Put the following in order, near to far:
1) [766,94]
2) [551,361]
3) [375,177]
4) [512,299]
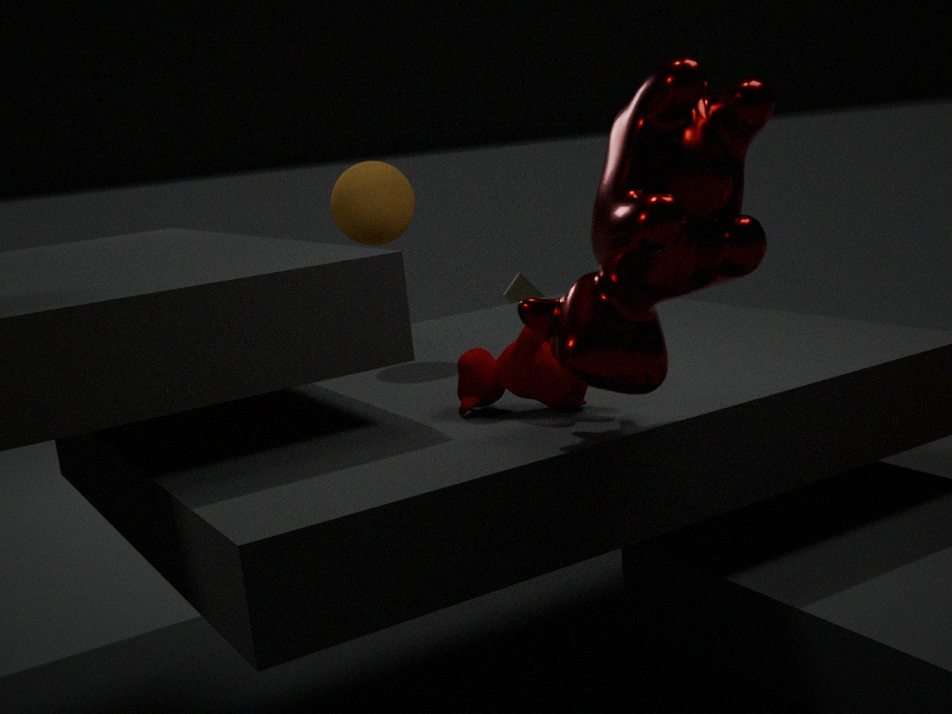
1. [766,94] < 2. [551,361] < 3. [375,177] < 4. [512,299]
